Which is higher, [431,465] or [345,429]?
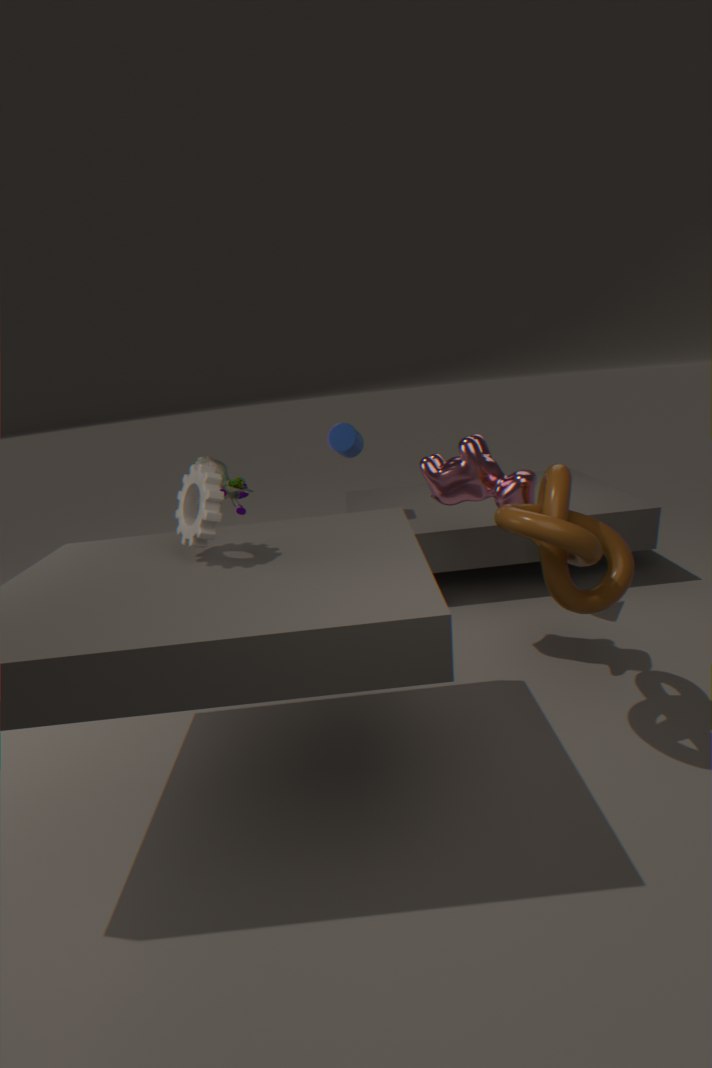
[345,429]
